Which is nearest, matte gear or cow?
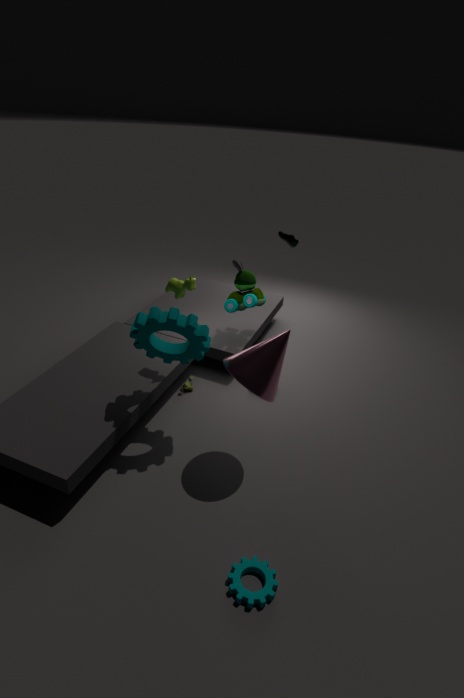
matte gear
